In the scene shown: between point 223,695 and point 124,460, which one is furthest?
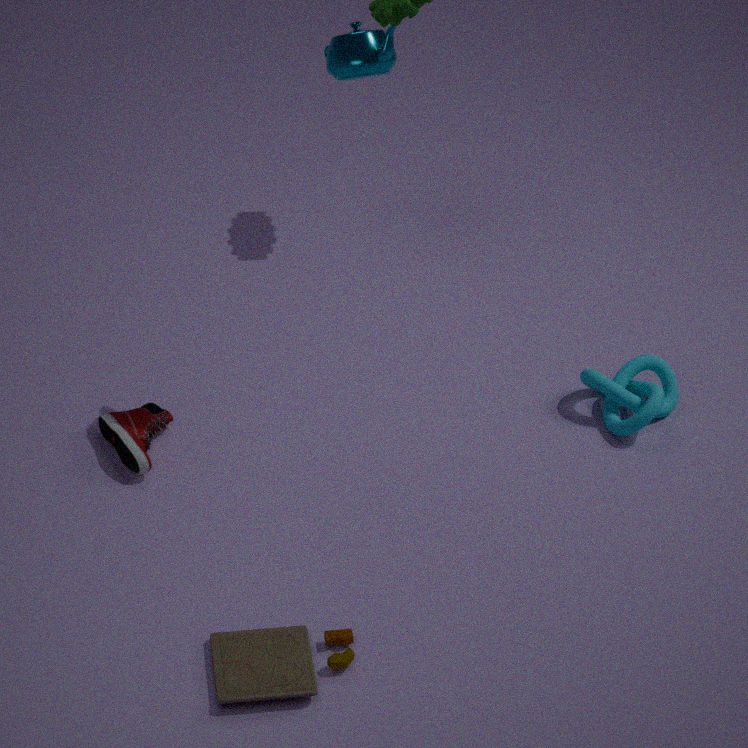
point 124,460
